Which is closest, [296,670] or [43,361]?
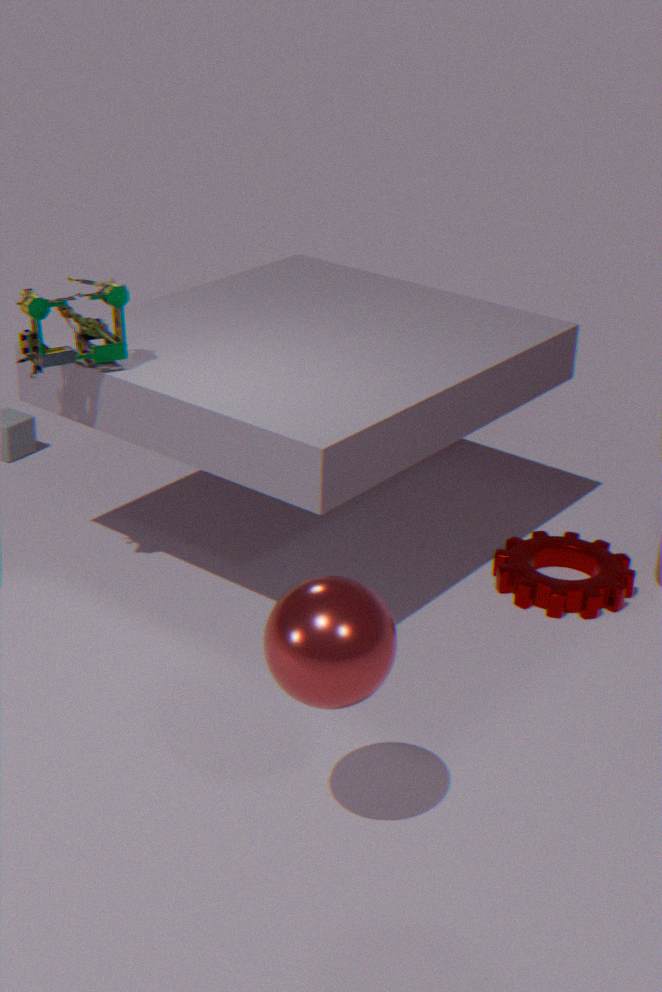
[296,670]
